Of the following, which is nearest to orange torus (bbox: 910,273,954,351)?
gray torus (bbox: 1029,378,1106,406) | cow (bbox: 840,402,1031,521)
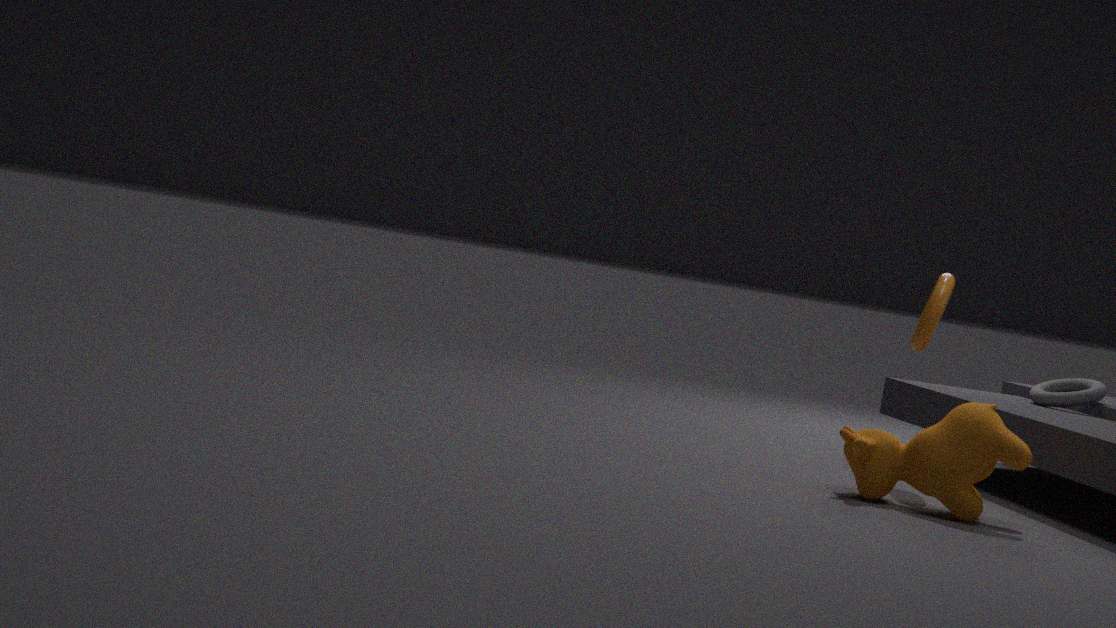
cow (bbox: 840,402,1031,521)
